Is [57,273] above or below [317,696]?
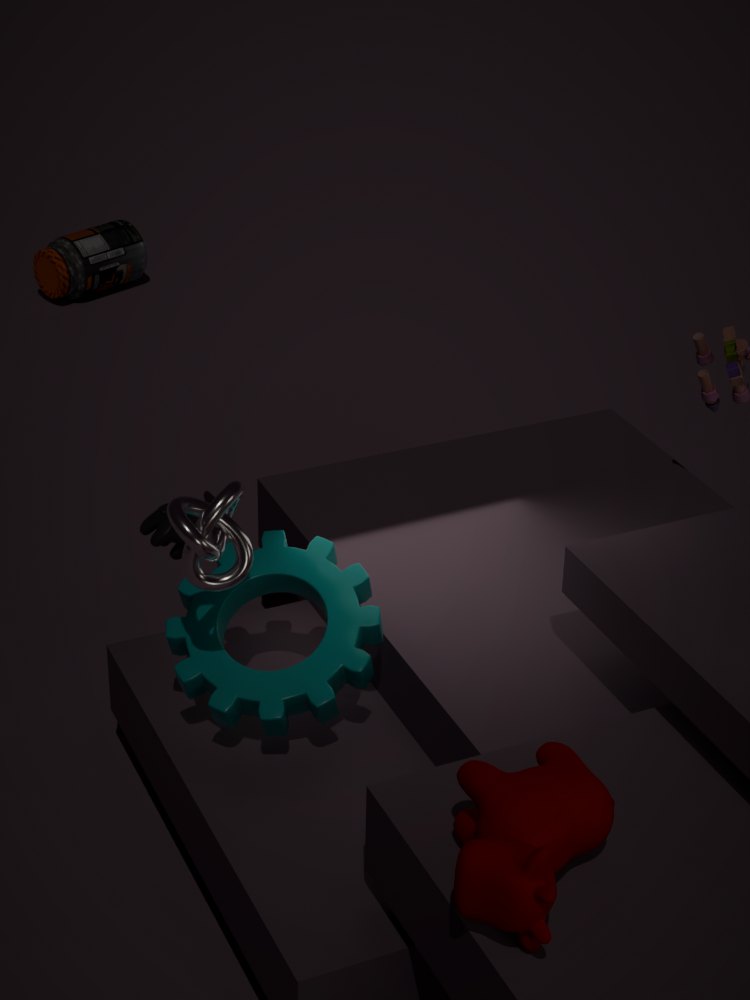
below
